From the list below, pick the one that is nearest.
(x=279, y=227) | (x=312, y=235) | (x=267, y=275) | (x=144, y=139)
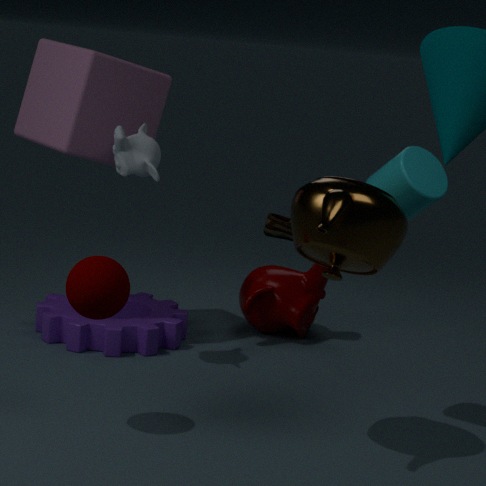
(x=312, y=235)
